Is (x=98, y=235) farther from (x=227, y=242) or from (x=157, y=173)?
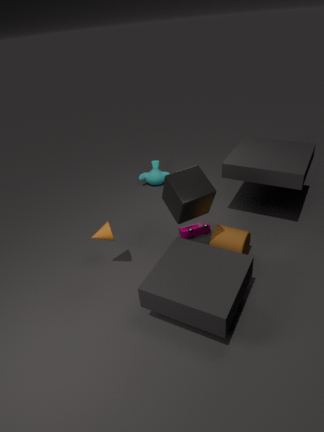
(x=157, y=173)
